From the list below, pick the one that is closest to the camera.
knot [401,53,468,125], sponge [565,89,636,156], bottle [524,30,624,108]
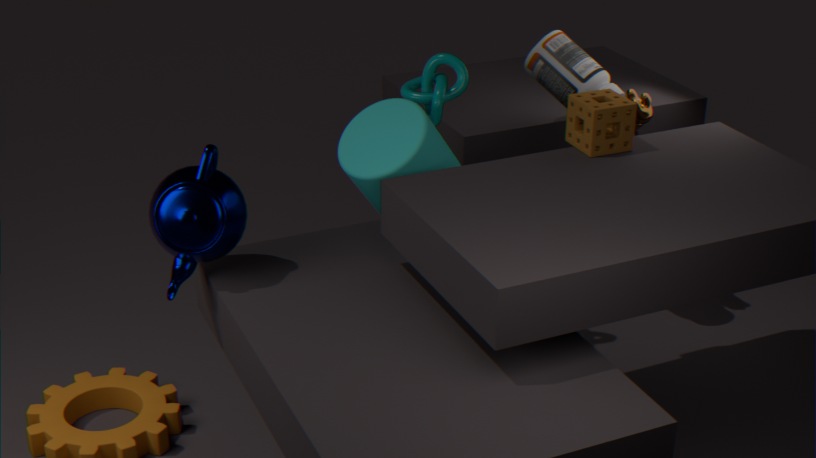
sponge [565,89,636,156]
